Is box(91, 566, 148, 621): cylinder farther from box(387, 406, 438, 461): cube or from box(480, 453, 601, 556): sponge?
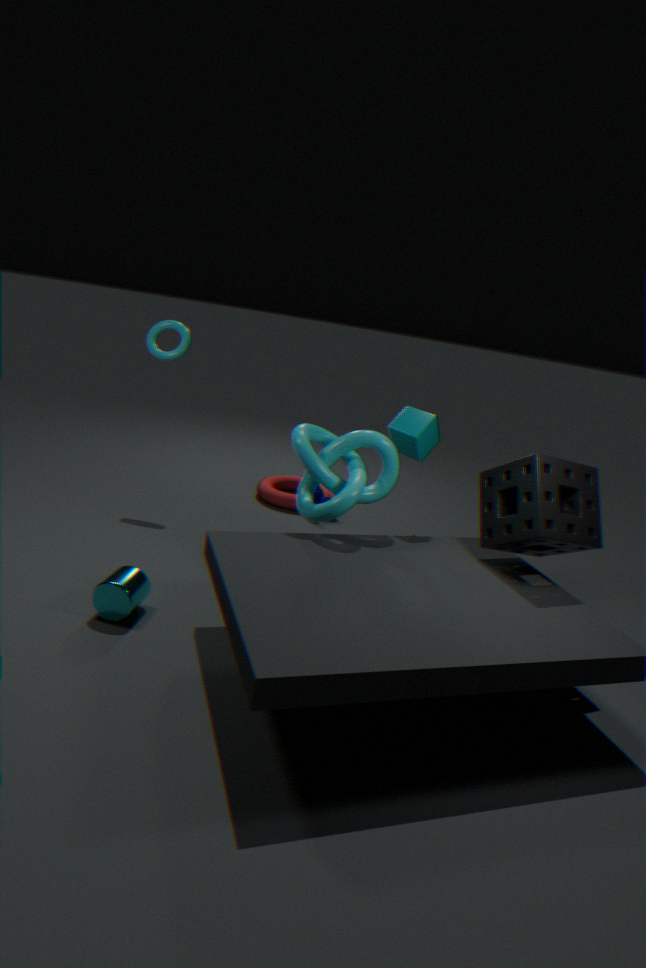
box(480, 453, 601, 556): sponge
